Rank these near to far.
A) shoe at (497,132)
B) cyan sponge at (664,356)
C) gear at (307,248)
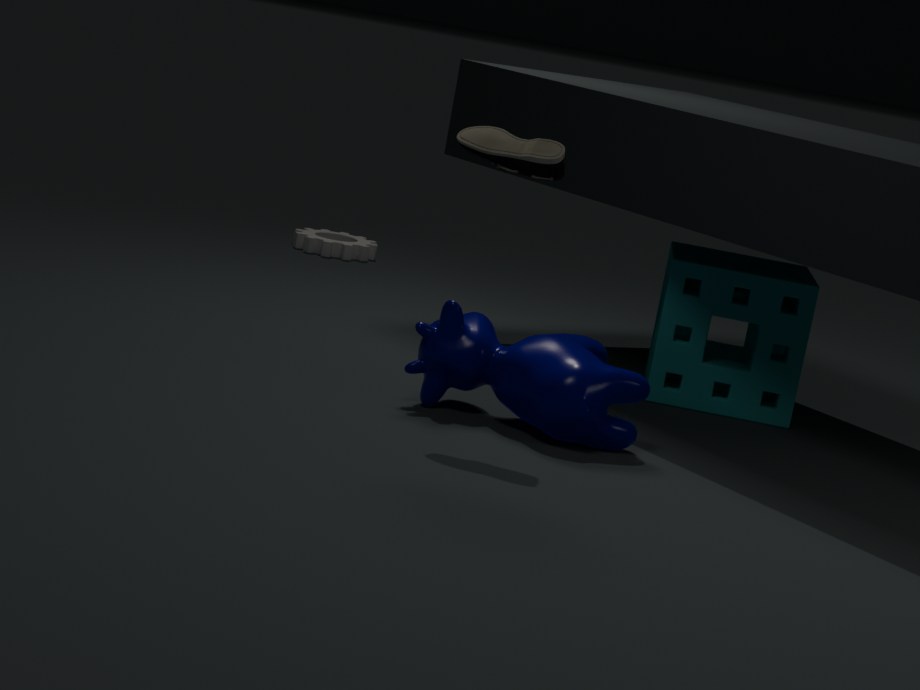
shoe at (497,132) < cyan sponge at (664,356) < gear at (307,248)
